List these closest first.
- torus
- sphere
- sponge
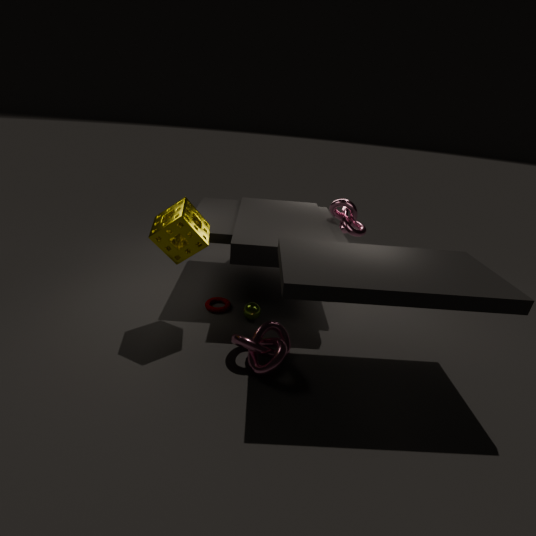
sponge → sphere → torus
